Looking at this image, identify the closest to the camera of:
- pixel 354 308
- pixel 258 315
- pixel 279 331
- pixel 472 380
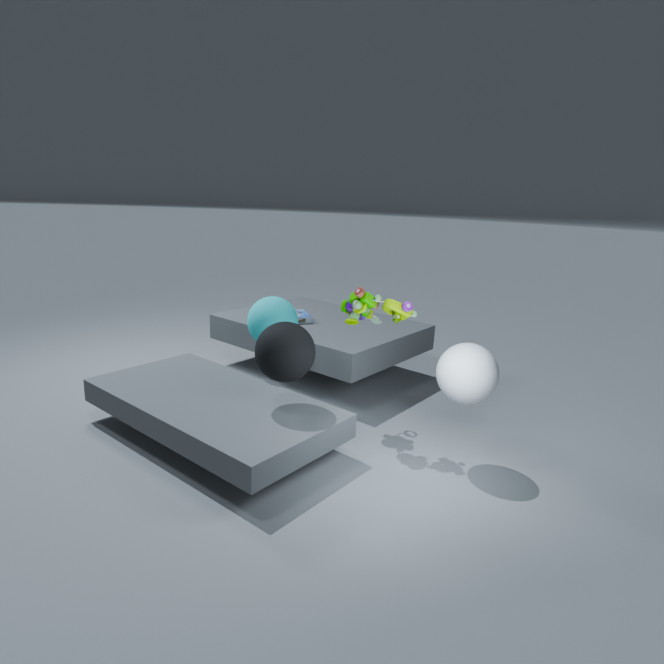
pixel 472 380
